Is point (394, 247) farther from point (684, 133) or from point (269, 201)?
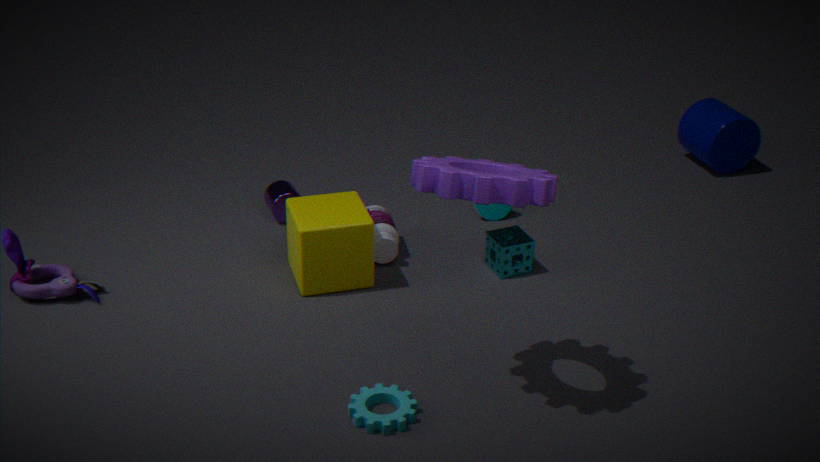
point (684, 133)
